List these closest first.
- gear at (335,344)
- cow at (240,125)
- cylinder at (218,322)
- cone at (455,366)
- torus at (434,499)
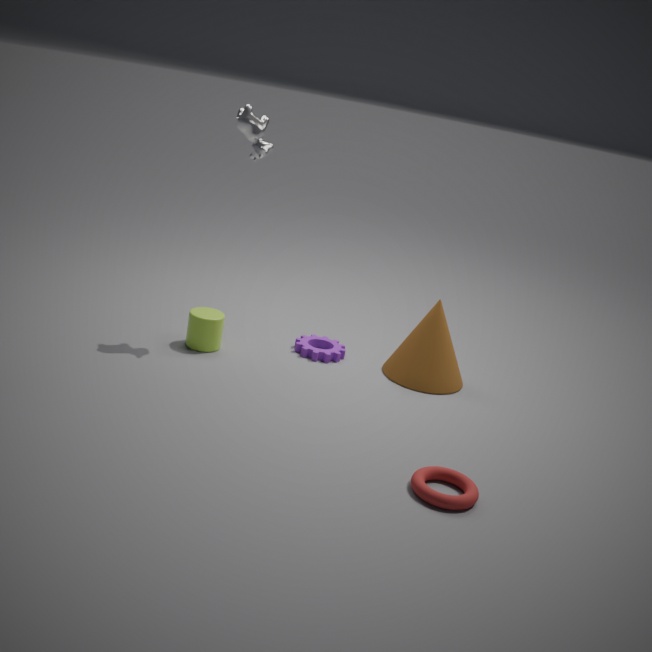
torus at (434,499), cow at (240,125), cylinder at (218,322), cone at (455,366), gear at (335,344)
